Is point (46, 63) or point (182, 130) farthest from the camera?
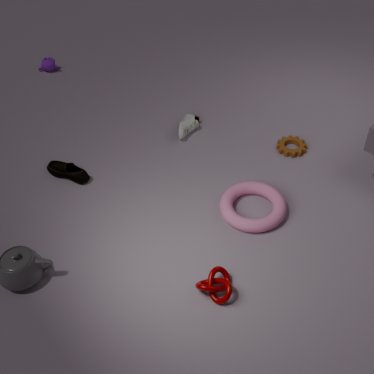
point (46, 63)
